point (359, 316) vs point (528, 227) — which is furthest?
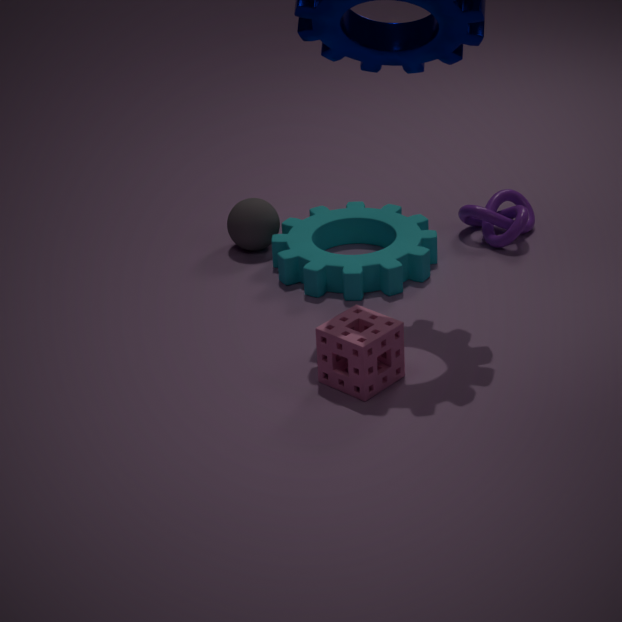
point (528, 227)
